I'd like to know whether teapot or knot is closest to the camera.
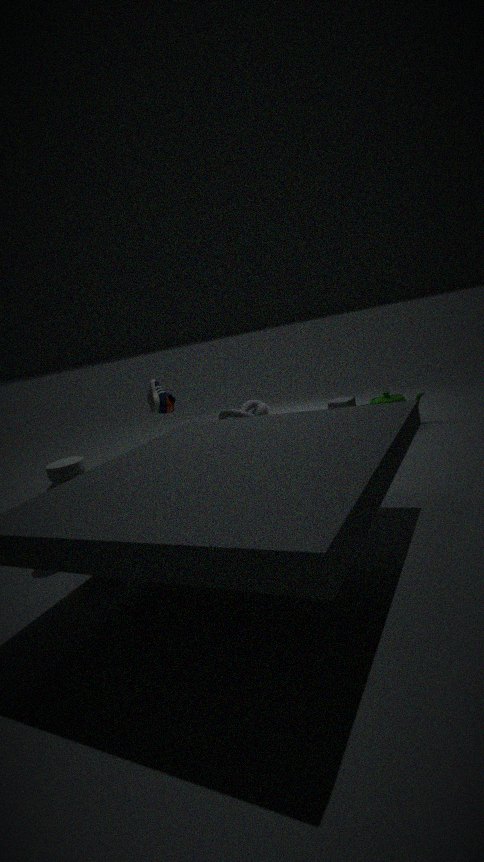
teapot
